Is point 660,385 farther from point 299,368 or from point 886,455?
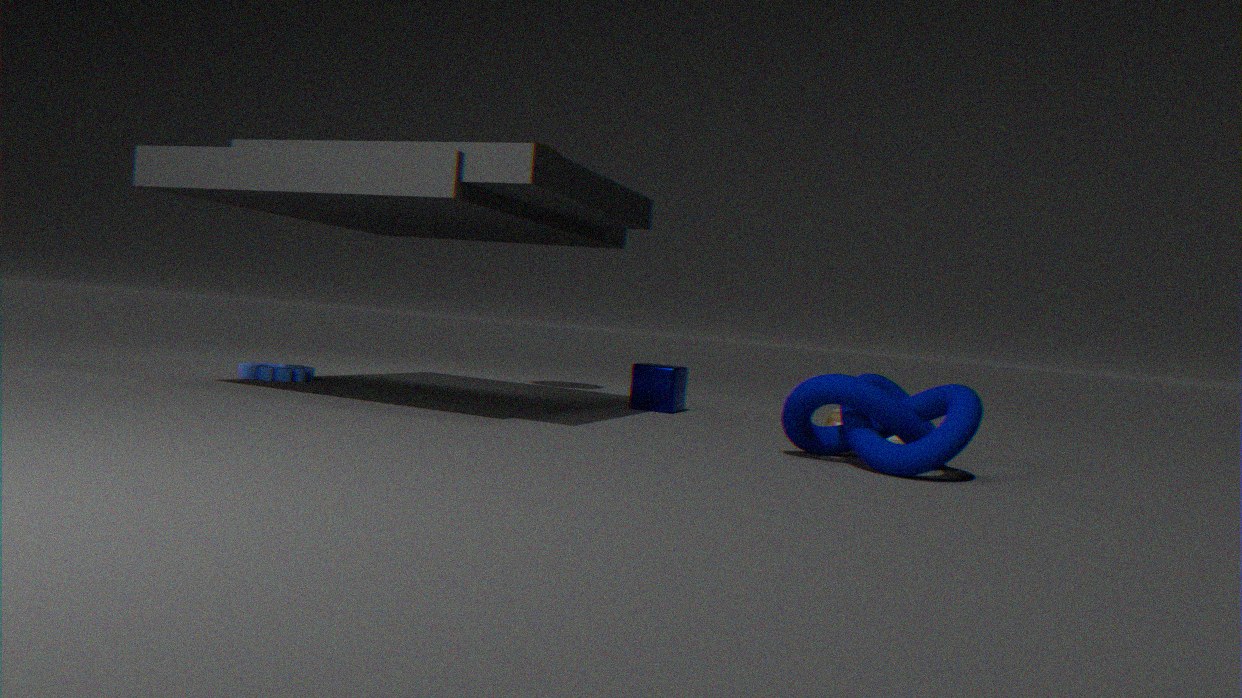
point 299,368
